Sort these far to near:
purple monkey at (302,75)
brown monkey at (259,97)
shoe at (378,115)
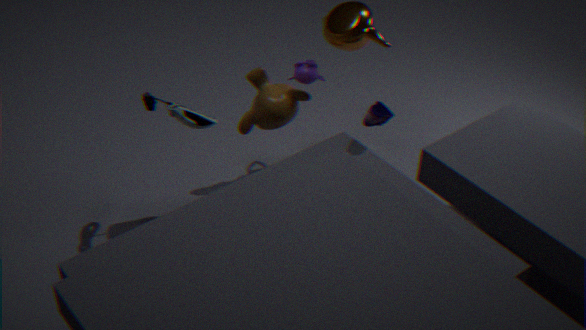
purple monkey at (302,75)
brown monkey at (259,97)
shoe at (378,115)
